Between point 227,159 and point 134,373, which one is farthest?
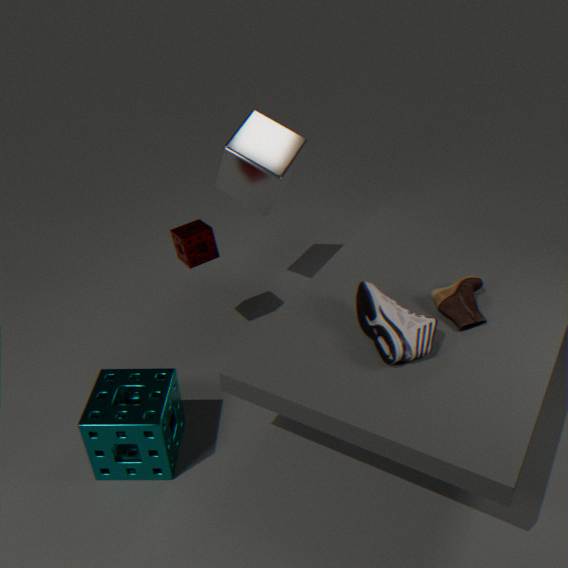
point 227,159
